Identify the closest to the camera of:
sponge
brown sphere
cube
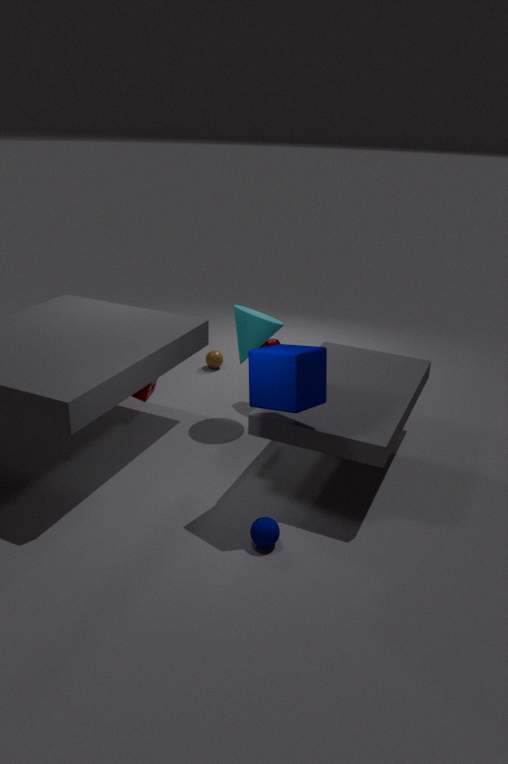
cube
